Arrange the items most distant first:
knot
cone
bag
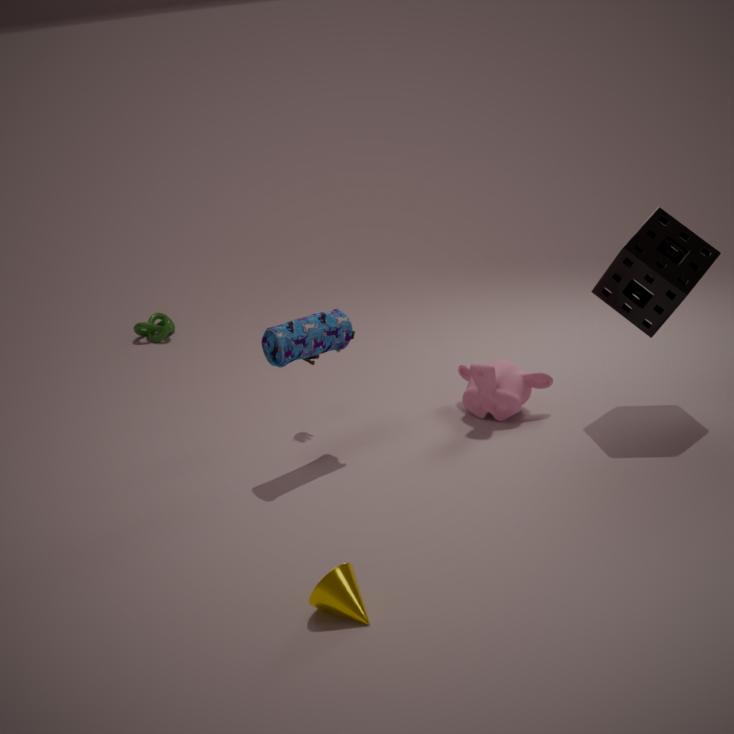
knot → bag → cone
